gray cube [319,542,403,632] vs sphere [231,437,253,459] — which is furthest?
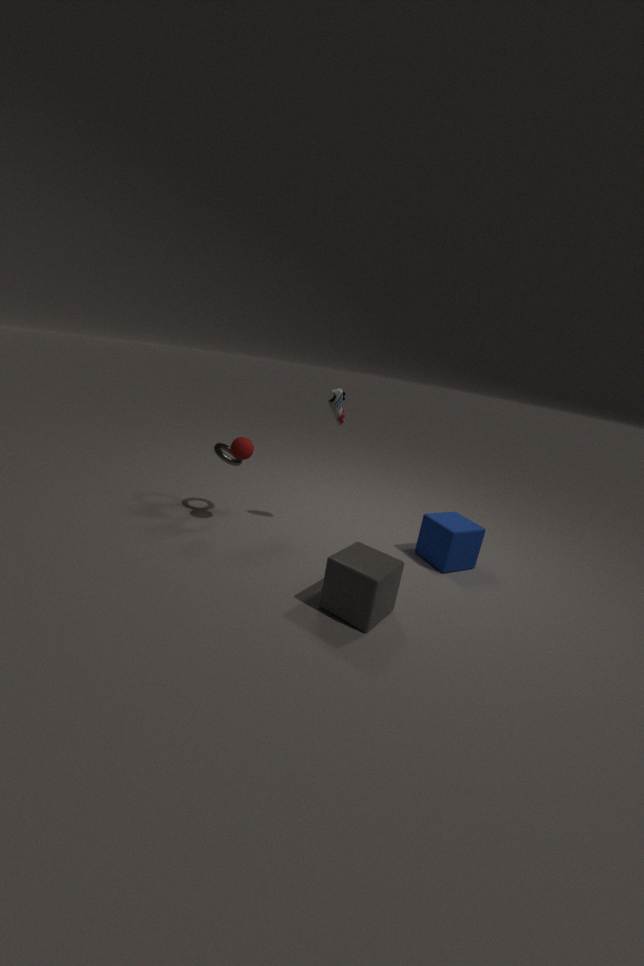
sphere [231,437,253,459]
